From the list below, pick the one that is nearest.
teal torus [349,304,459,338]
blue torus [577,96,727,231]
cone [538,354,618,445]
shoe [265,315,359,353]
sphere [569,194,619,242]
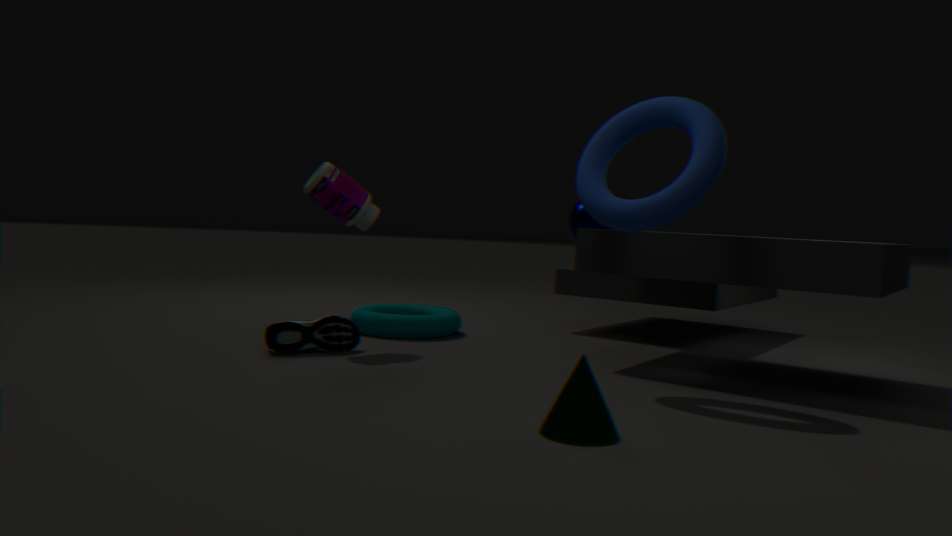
cone [538,354,618,445]
